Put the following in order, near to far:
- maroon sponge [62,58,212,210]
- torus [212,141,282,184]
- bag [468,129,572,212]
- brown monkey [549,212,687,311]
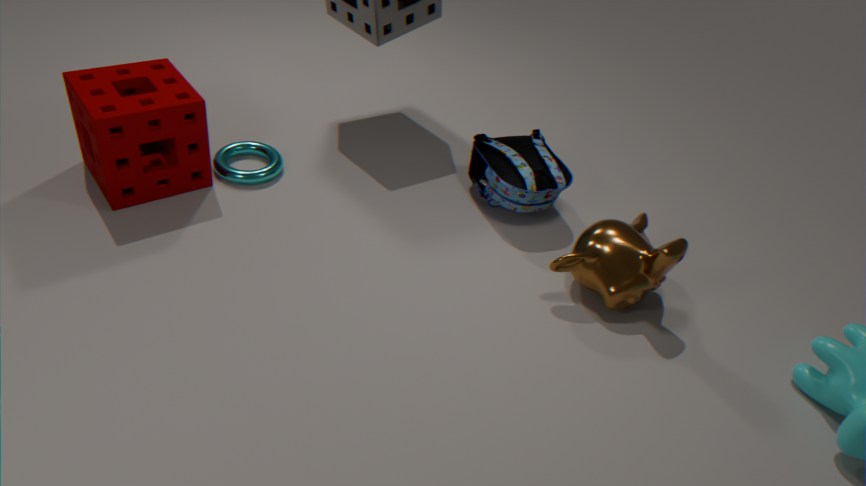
1. brown monkey [549,212,687,311]
2. maroon sponge [62,58,212,210]
3. bag [468,129,572,212]
4. torus [212,141,282,184]
